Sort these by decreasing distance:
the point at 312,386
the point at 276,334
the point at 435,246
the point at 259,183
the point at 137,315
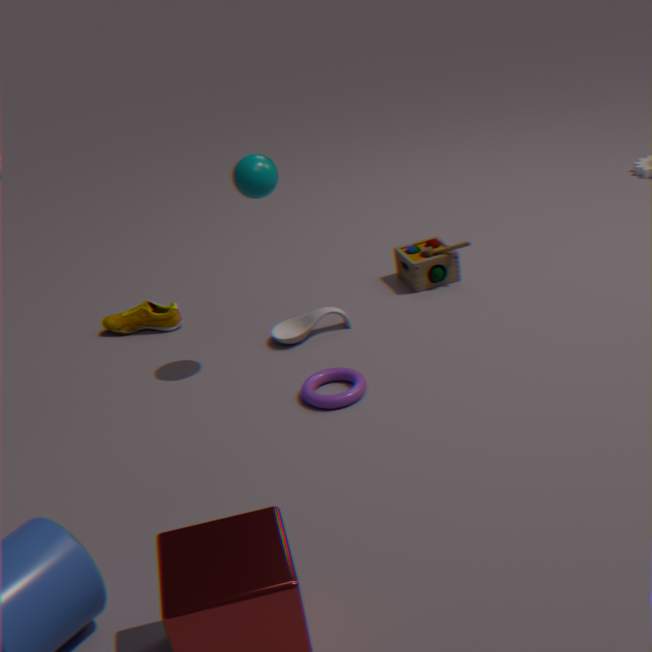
the point at 435,246, the point at 137,315, the point at 276,334, the point at 312,386, the point at 259,183
